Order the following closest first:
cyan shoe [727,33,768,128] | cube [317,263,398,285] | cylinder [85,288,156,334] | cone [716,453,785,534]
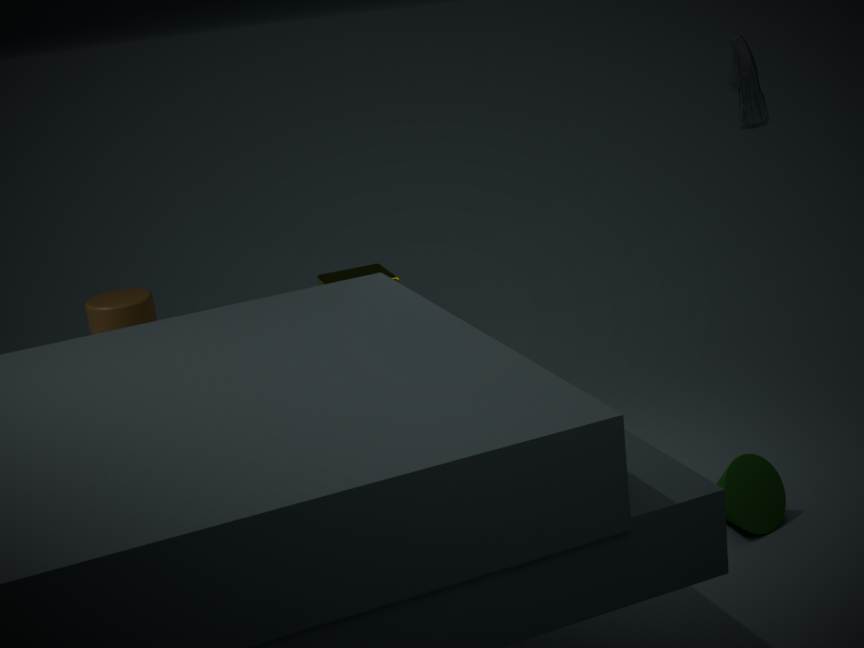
cone [716,453,785,534] → cube [317,263,398,285] → cylinder [85,288,156,334] → cyan shoe [727,33,768,128]
